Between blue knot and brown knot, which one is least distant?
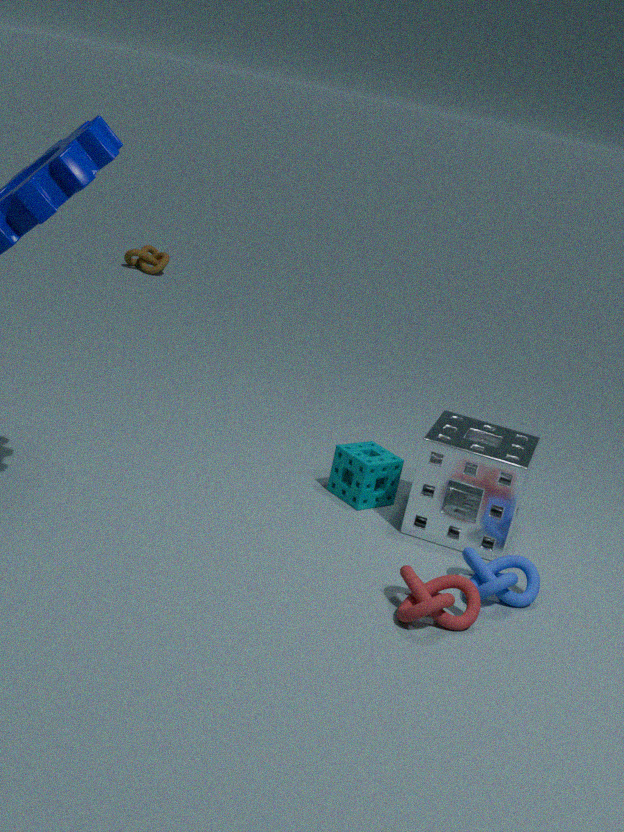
blue knot
